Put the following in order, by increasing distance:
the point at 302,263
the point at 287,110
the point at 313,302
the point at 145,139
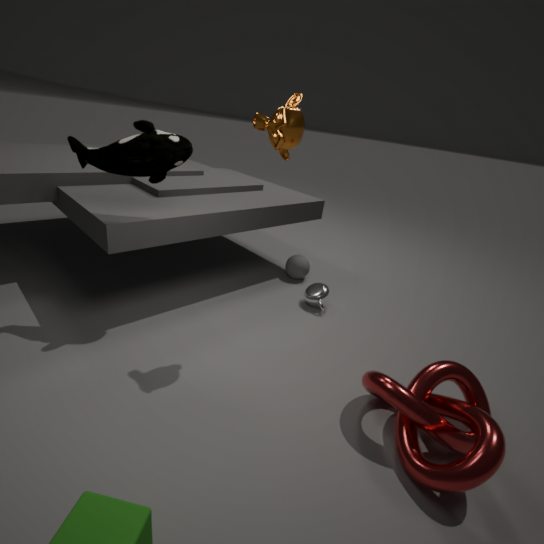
the point at 287,110
the point at 145,139
the point at 313,302
the point at 302,263
